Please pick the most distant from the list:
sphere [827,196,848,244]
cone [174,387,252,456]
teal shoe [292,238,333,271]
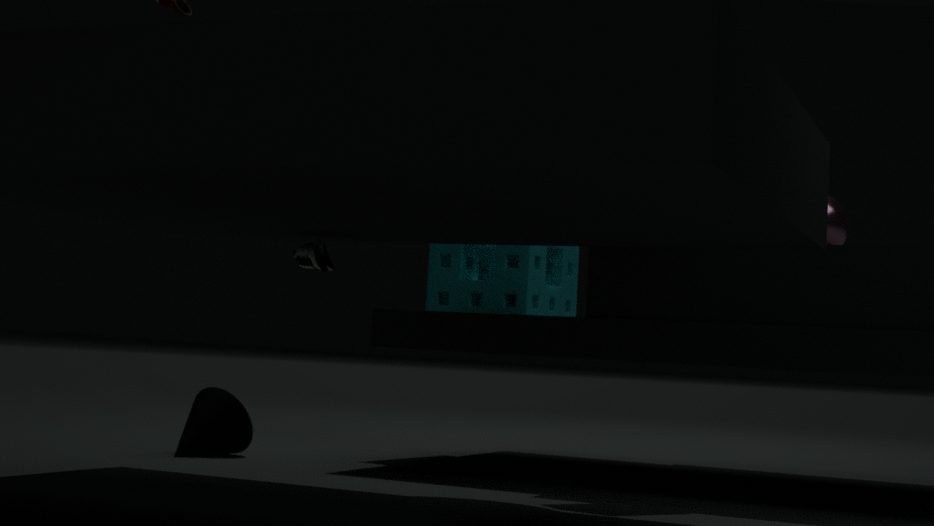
cone [174,387,252,456]
